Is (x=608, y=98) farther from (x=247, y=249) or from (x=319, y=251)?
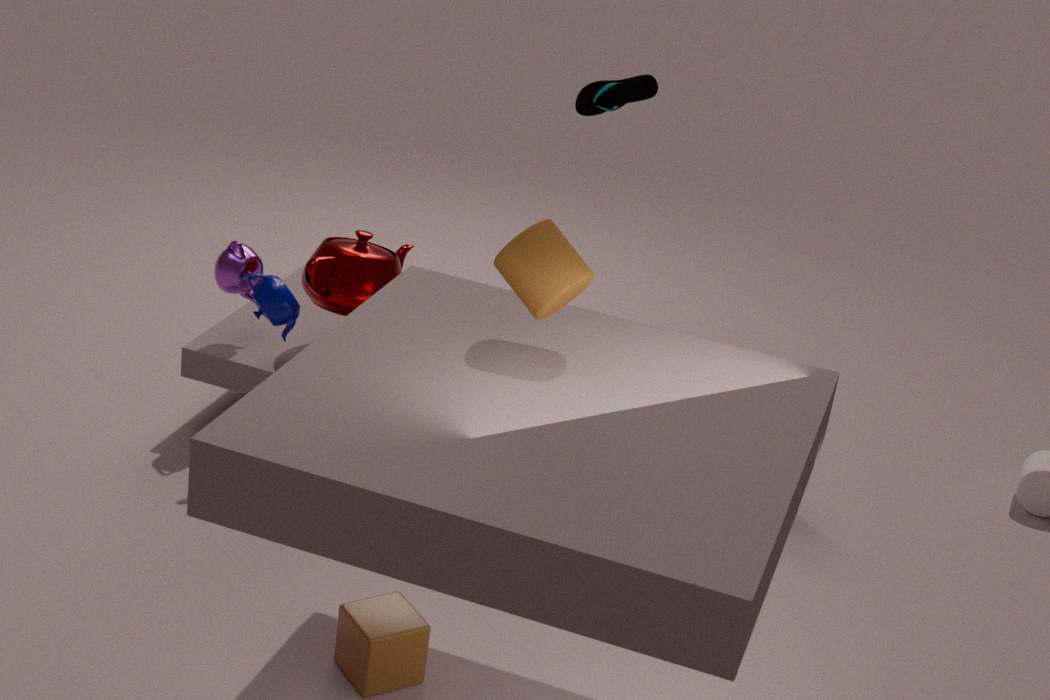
(x=247, y=249)
